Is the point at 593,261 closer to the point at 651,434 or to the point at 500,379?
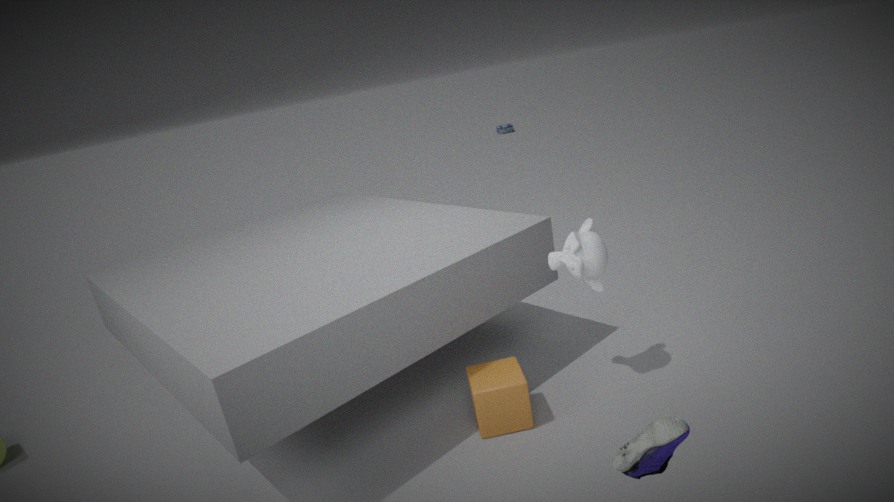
the point at 500,379
